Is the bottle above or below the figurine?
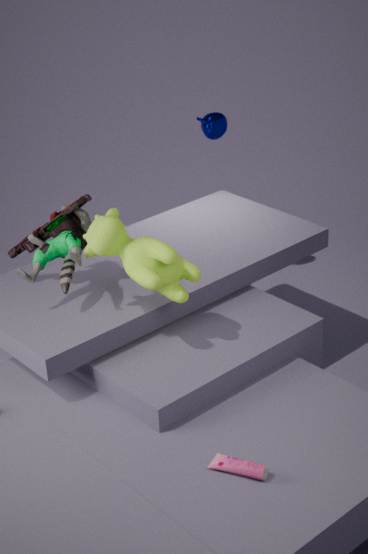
below
